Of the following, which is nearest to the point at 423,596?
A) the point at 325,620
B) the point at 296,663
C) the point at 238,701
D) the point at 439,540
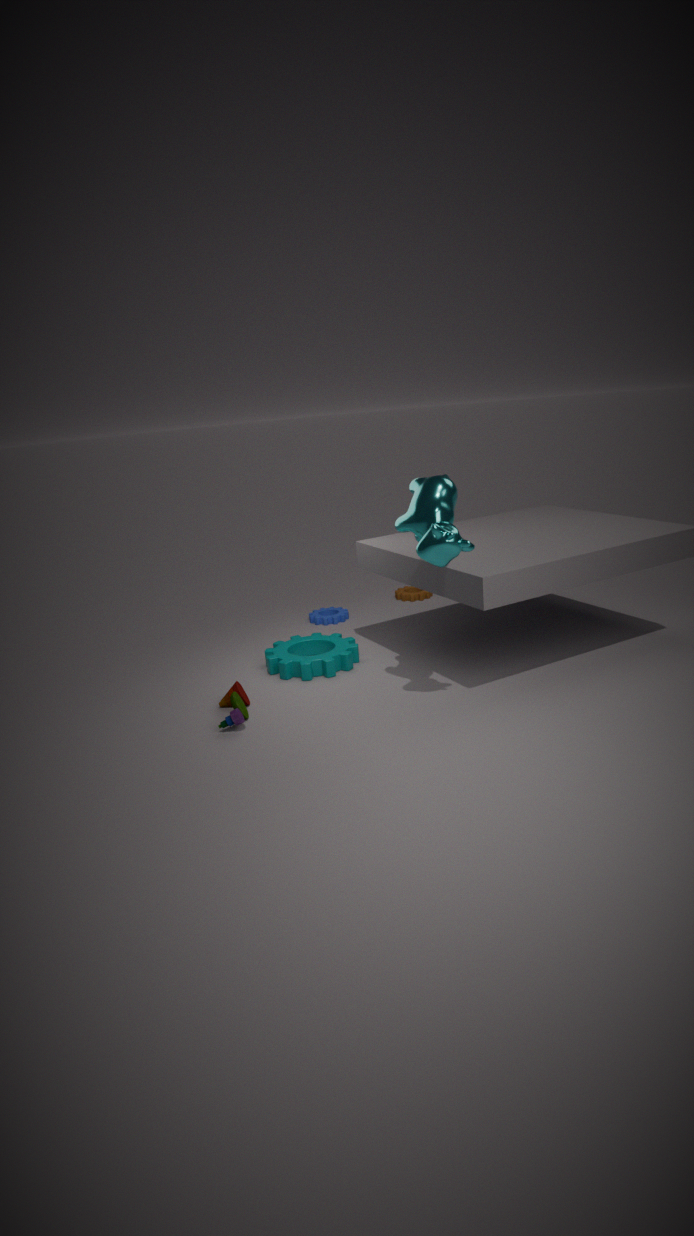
the point at 325,620
